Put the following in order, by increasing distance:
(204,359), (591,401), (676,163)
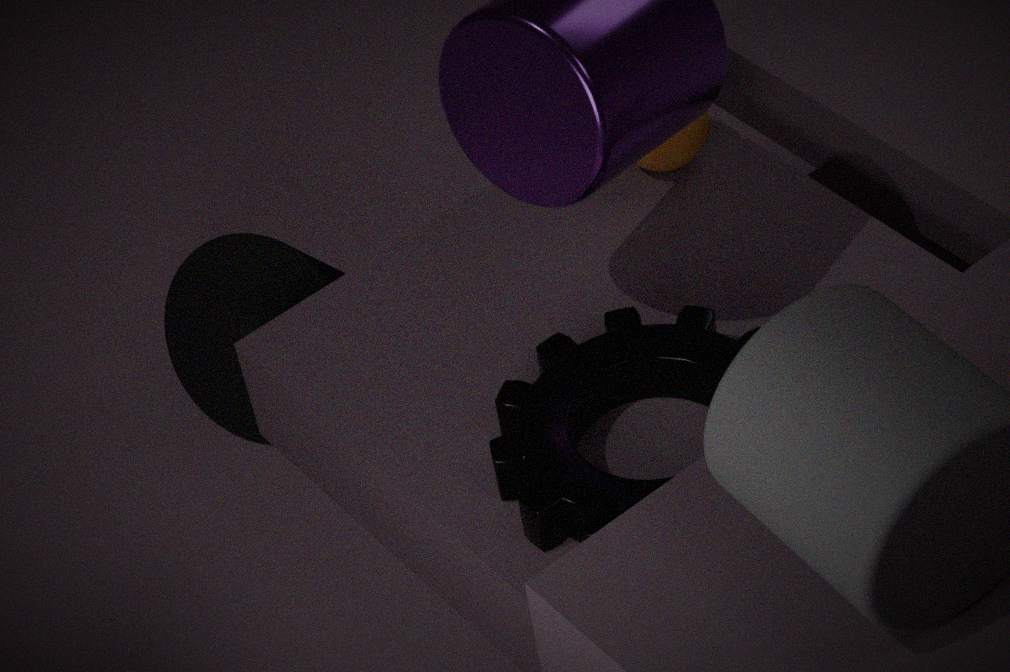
(591,401), (676,163), (204,359)
